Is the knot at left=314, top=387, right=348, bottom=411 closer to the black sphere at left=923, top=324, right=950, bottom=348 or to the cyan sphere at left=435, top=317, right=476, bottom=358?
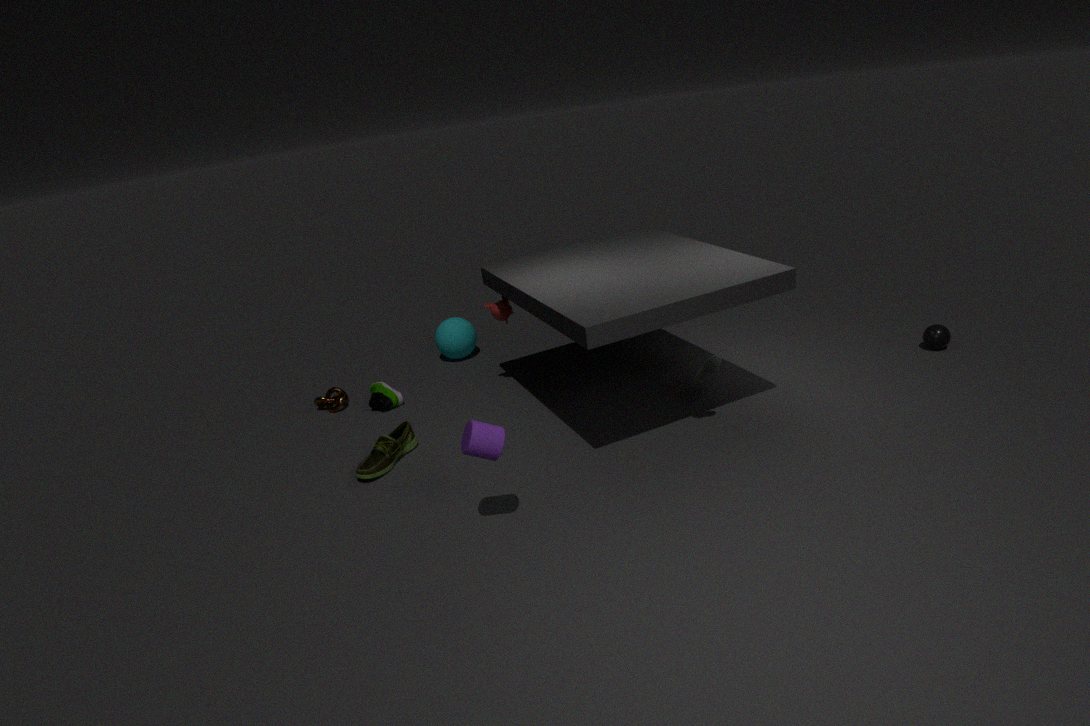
the cyan sphere at left=435, top=317, right=476, bottom=358
